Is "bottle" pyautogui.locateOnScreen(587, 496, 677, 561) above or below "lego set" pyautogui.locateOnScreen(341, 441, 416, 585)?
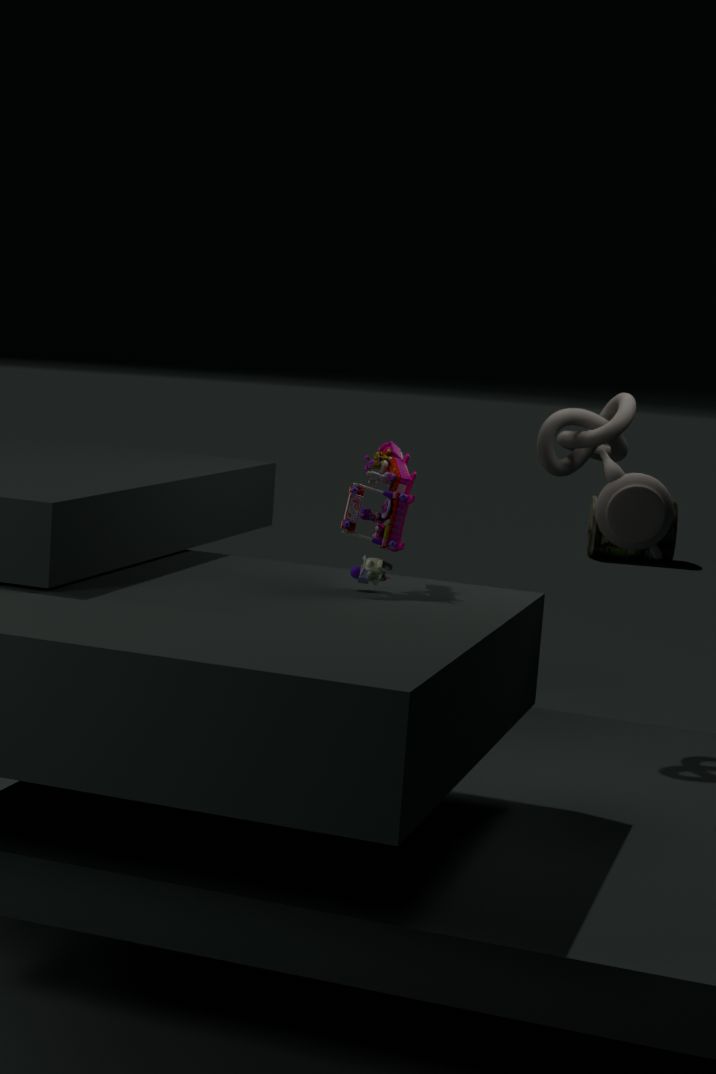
below
